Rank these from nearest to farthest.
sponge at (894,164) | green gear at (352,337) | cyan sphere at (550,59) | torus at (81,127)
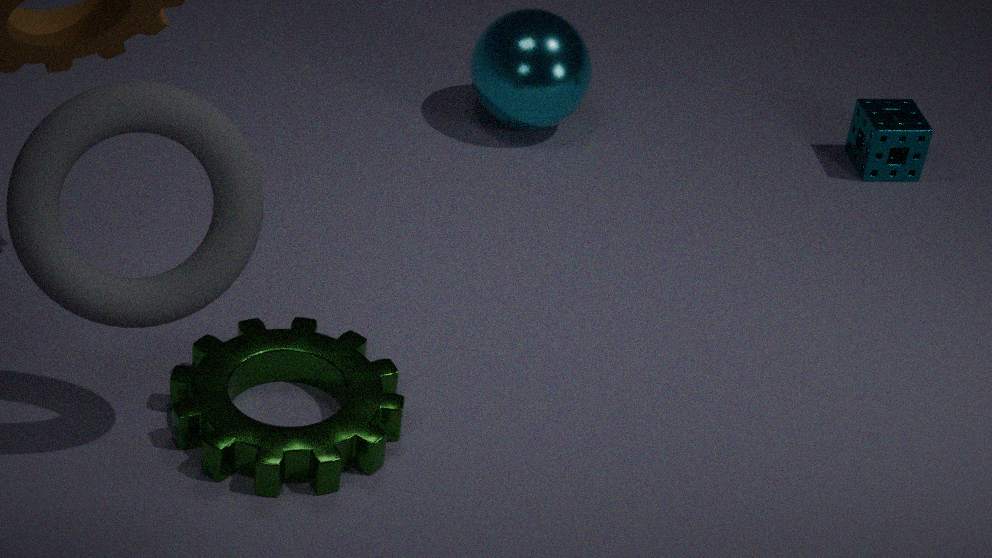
torus at (81,127), green gear at (352,337), cyan sphere at (550,59), sponge at (894,164)
